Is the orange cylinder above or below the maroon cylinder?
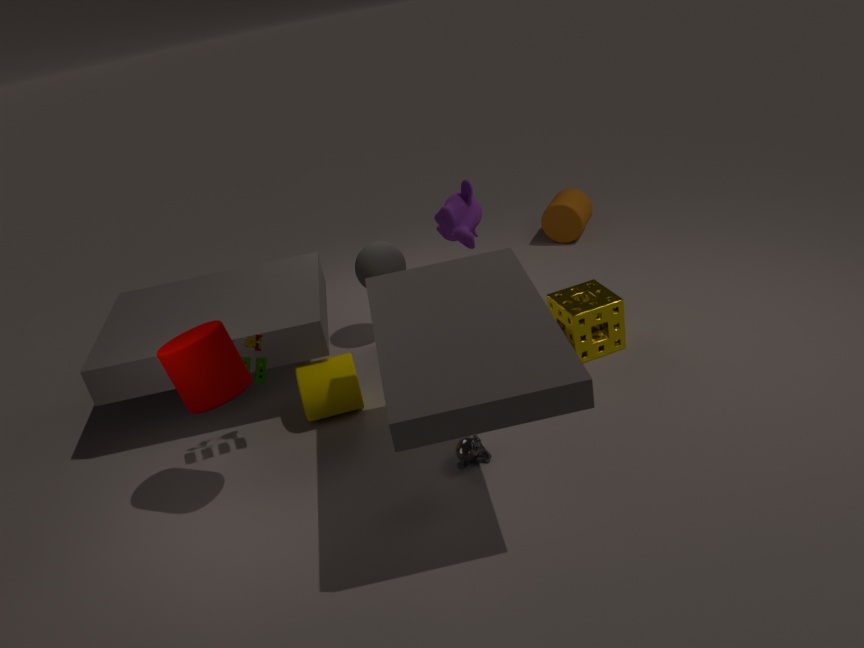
below
